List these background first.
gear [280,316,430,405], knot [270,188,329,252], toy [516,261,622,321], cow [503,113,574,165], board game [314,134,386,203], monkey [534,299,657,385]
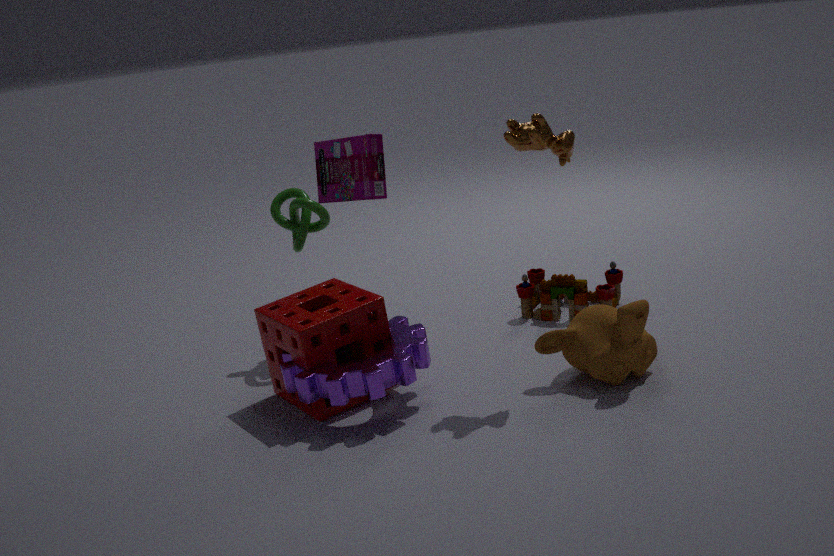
toy [516,261,622,321] → board game [314,134,386,203] → knot [270,188,329,252] → monkey [534,299,657,385] → cow [503,113,574,165] → gear [280,316,430,405]
